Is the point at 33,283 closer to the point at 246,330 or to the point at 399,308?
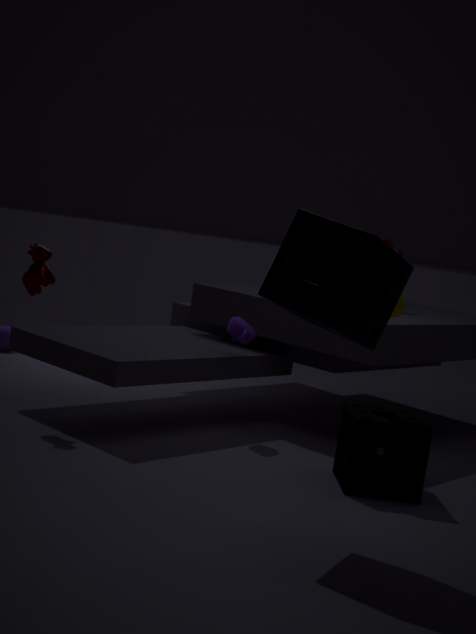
the point at 246,330
